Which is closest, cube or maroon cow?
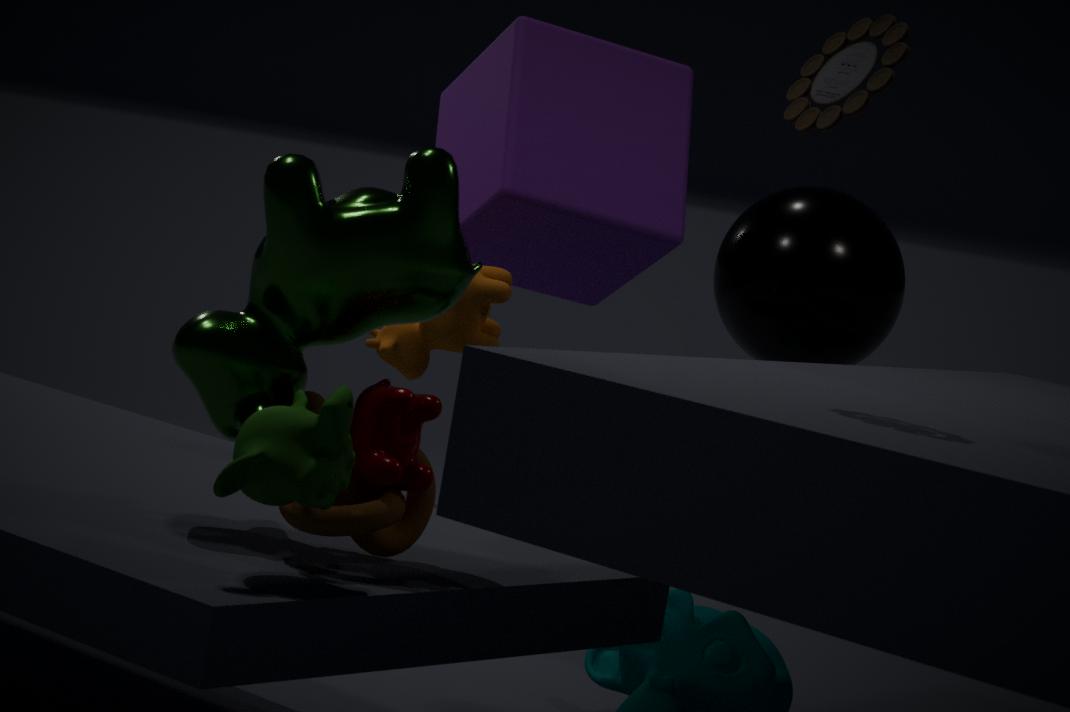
maroon cow
